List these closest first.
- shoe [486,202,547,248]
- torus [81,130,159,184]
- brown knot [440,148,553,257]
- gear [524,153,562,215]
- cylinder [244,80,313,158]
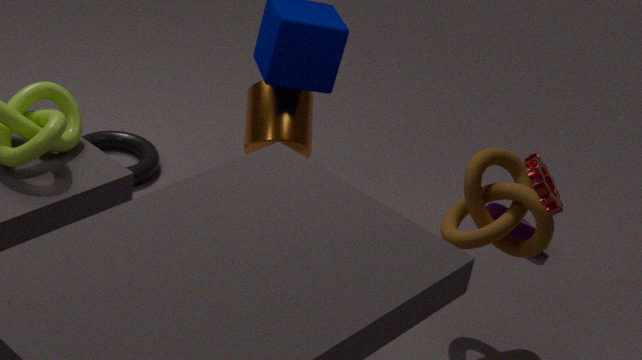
gear [524,153,562,215] → brown knot [440,148,553,257] → cylinder [244,80,313,158] → shoe [486,202,547,248] → torus [81,130,159,184]
